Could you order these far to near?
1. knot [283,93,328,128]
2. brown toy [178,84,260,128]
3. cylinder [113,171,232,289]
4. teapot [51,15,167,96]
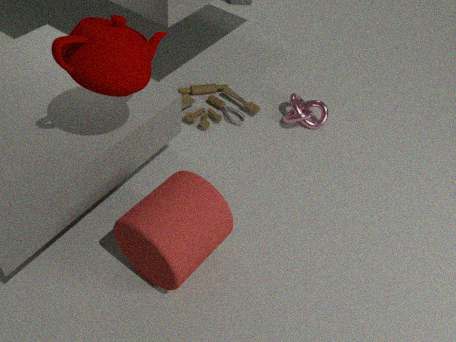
brown toy [178,84,260,128] → knot [283,93,328,128] → cylinder [113,171,232,289] → teapot [51,15,167,96]
